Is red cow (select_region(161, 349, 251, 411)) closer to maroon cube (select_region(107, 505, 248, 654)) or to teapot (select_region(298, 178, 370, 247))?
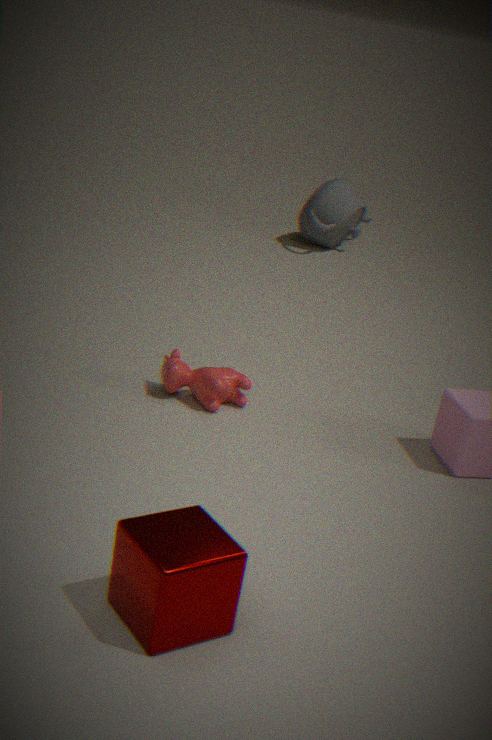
maroon cube (select_region(107, 505, 248, 654))
